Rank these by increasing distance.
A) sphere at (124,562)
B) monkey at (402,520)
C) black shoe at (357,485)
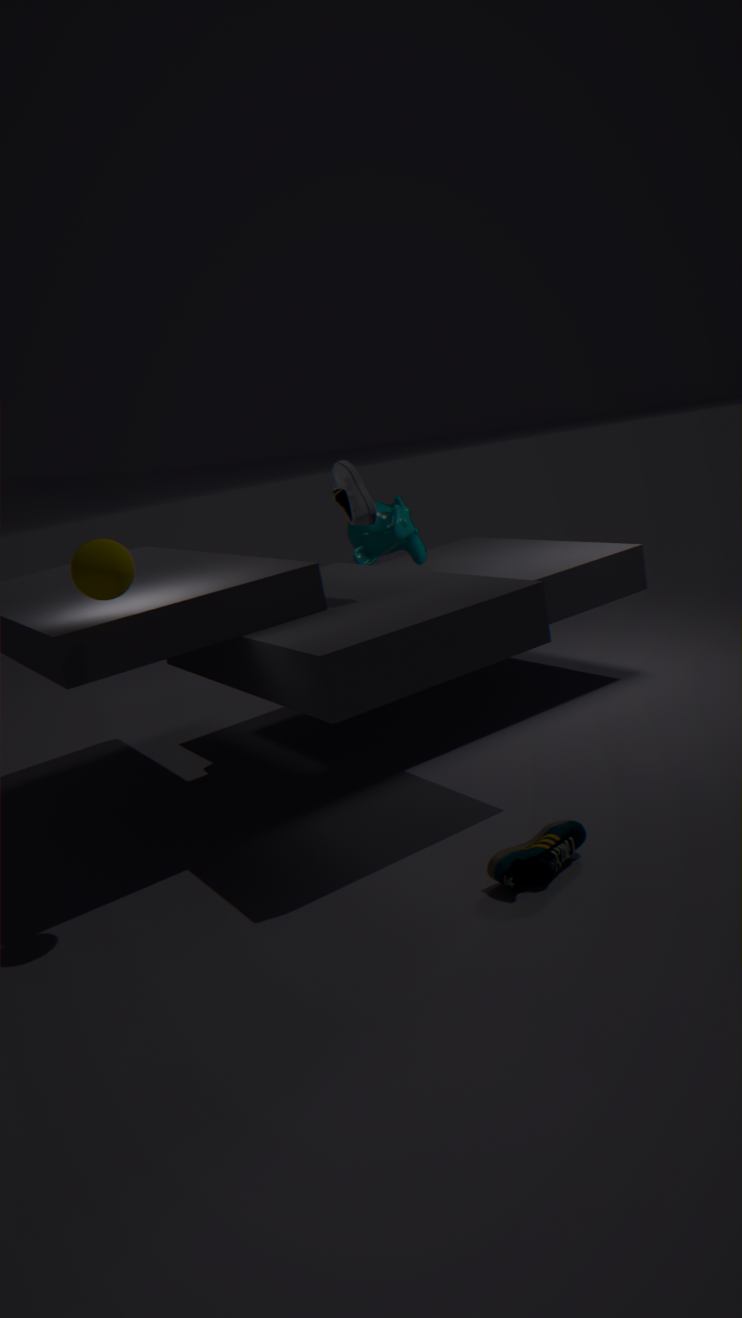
sphere at (124,562) < black shoe at (357,485) < monkey at (402,520)
